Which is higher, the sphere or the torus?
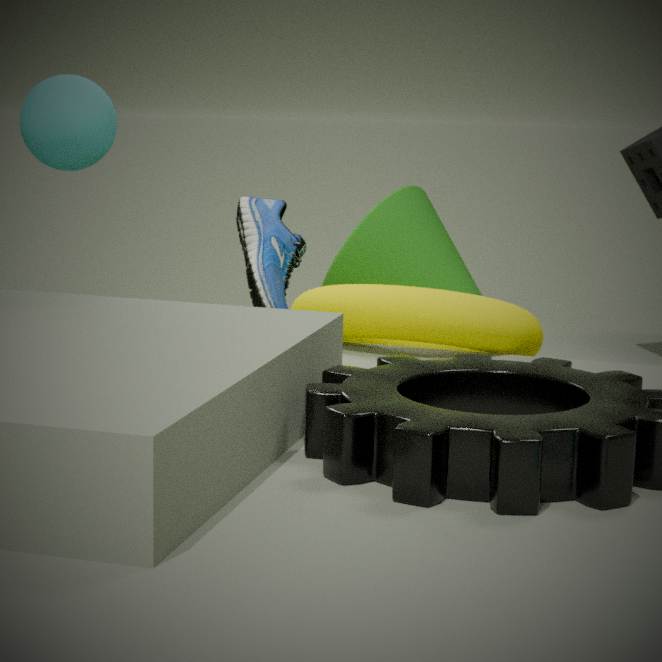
the sphere
